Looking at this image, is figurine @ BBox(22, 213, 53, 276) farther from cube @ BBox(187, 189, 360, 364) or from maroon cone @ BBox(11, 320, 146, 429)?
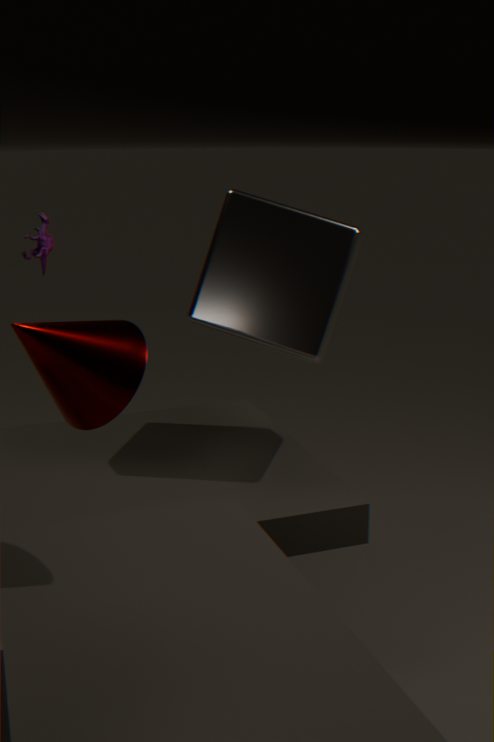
maroon cone @ BBox(11, 320, 146, 429)
